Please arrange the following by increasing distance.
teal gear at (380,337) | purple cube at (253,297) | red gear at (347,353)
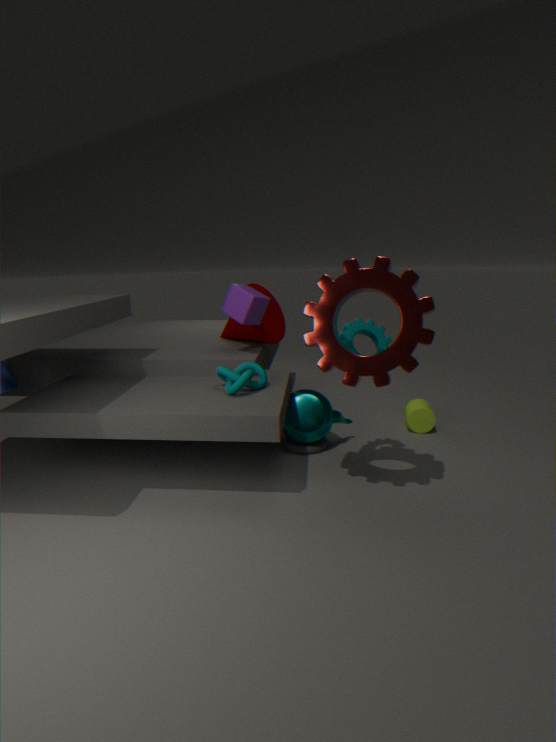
red gear at (347,353) → teal gear at (380,337) → purple cube at (253,297)
